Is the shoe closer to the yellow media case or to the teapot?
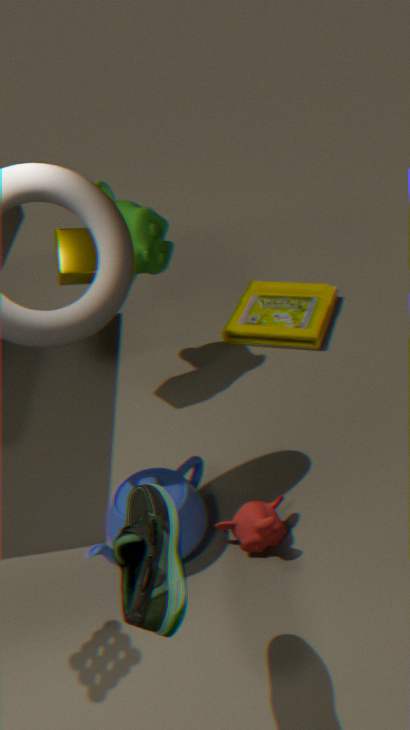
the teapot
